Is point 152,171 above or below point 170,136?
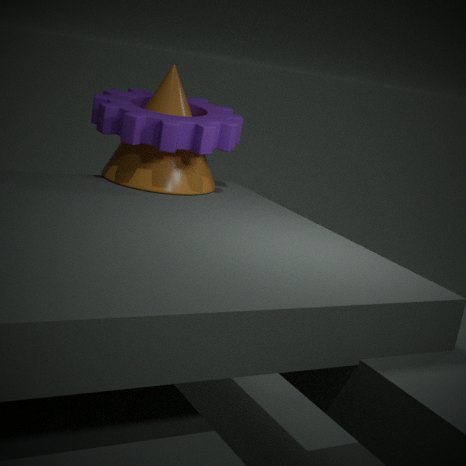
below
